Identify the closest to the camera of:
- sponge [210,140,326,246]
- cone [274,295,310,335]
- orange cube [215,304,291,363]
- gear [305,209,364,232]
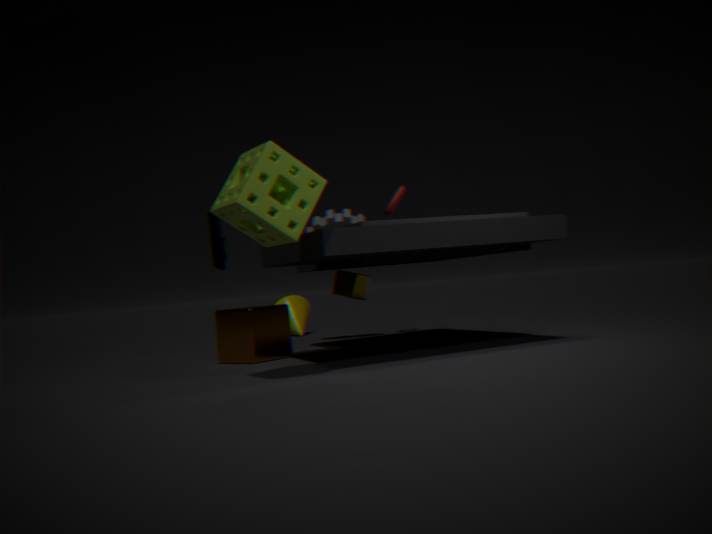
sponge [210,140,326,246]
